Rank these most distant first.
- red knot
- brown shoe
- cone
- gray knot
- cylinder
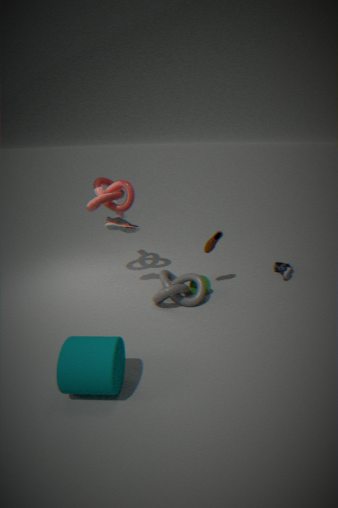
1. cone
2. brown shoe
3. red knot
4. gray knot
5. cylinder
